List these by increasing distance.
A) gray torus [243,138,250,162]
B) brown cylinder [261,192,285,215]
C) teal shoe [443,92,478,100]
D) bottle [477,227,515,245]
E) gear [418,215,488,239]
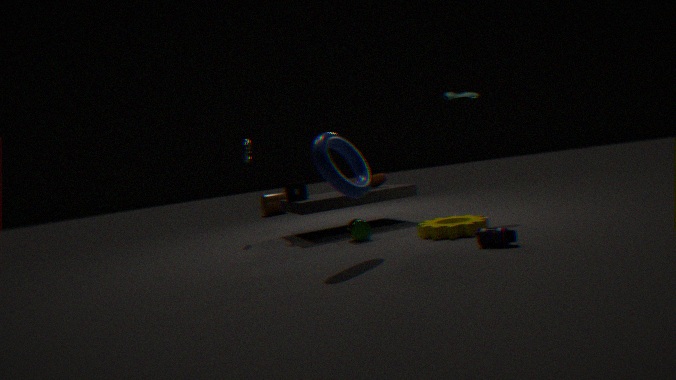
1. bottle [477,227,515,245]
2. gear [418,215,488,239]
3. teal shoe [443,92,478,100]
4. gray torus [243,138,250,162]
5. brown cylinder [261,192,285,215]
